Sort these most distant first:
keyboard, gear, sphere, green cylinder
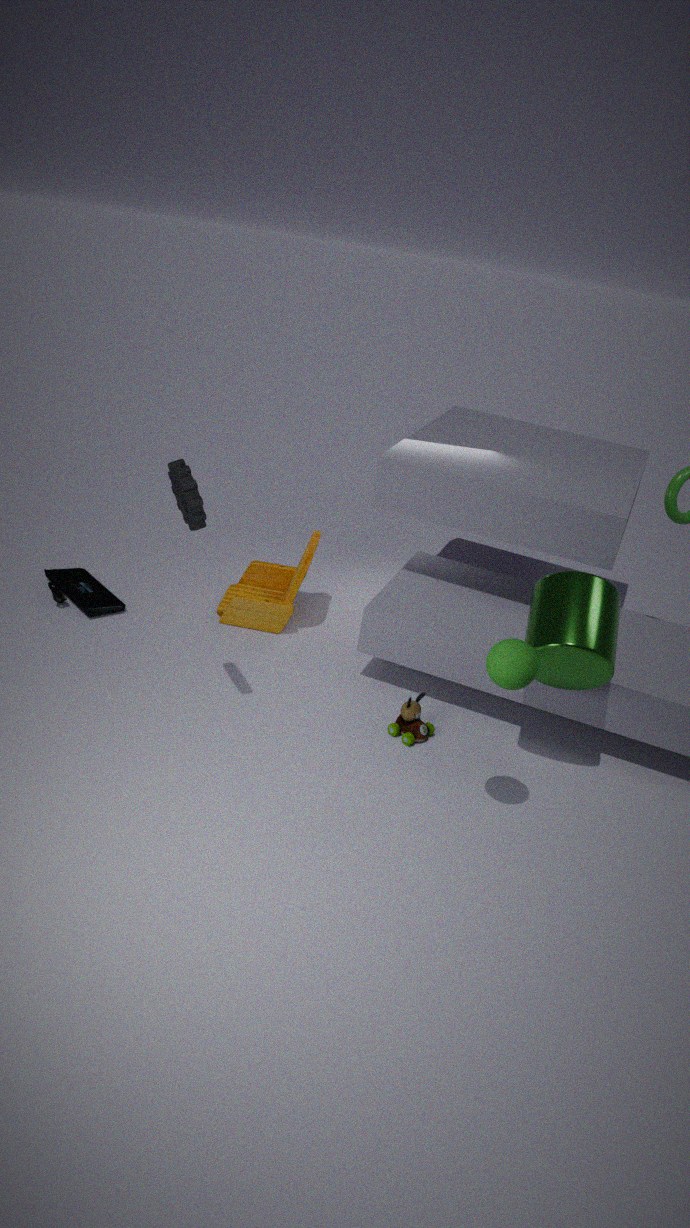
keyboard → green cylinder → gear → sphere
